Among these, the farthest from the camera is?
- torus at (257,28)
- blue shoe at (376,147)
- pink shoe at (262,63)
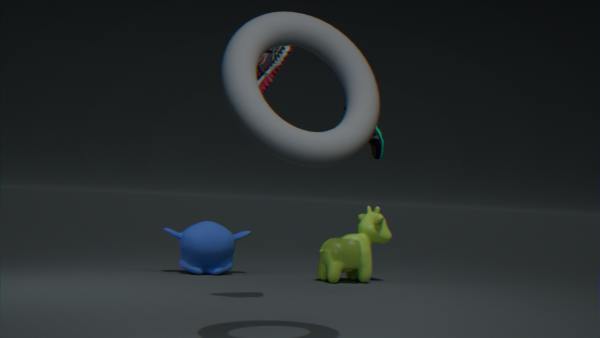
blue shoe at (376,147)
